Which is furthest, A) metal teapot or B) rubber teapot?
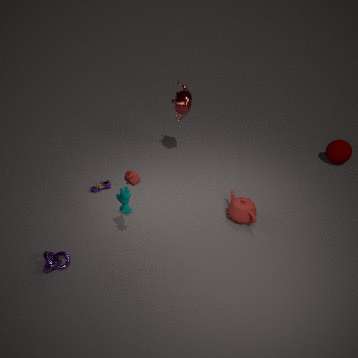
A. metal teapot
